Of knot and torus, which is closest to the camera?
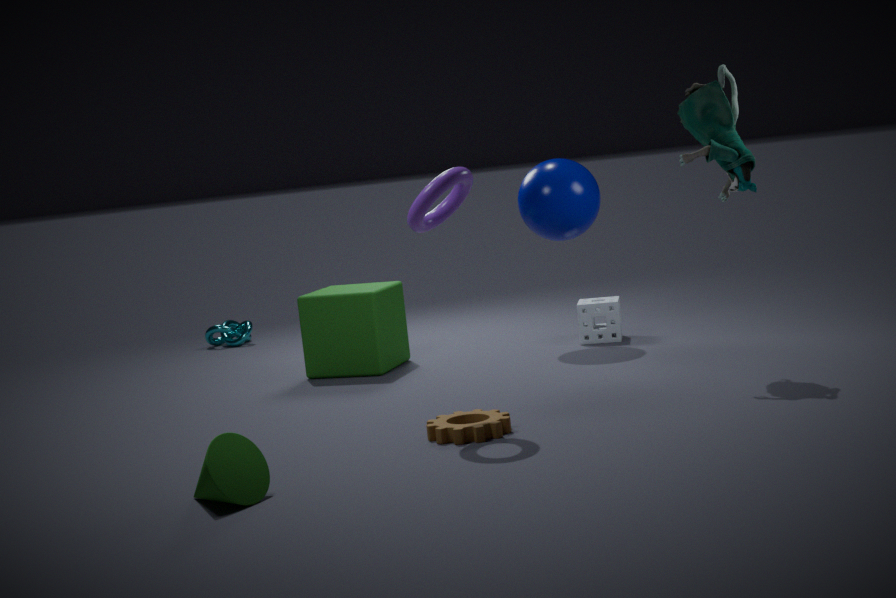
torus
